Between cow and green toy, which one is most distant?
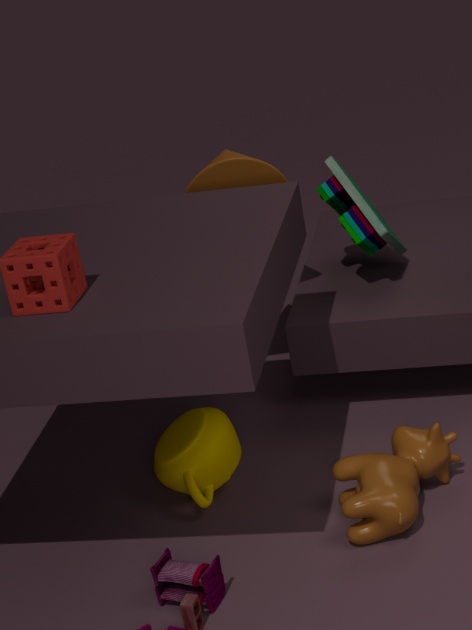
green toy
